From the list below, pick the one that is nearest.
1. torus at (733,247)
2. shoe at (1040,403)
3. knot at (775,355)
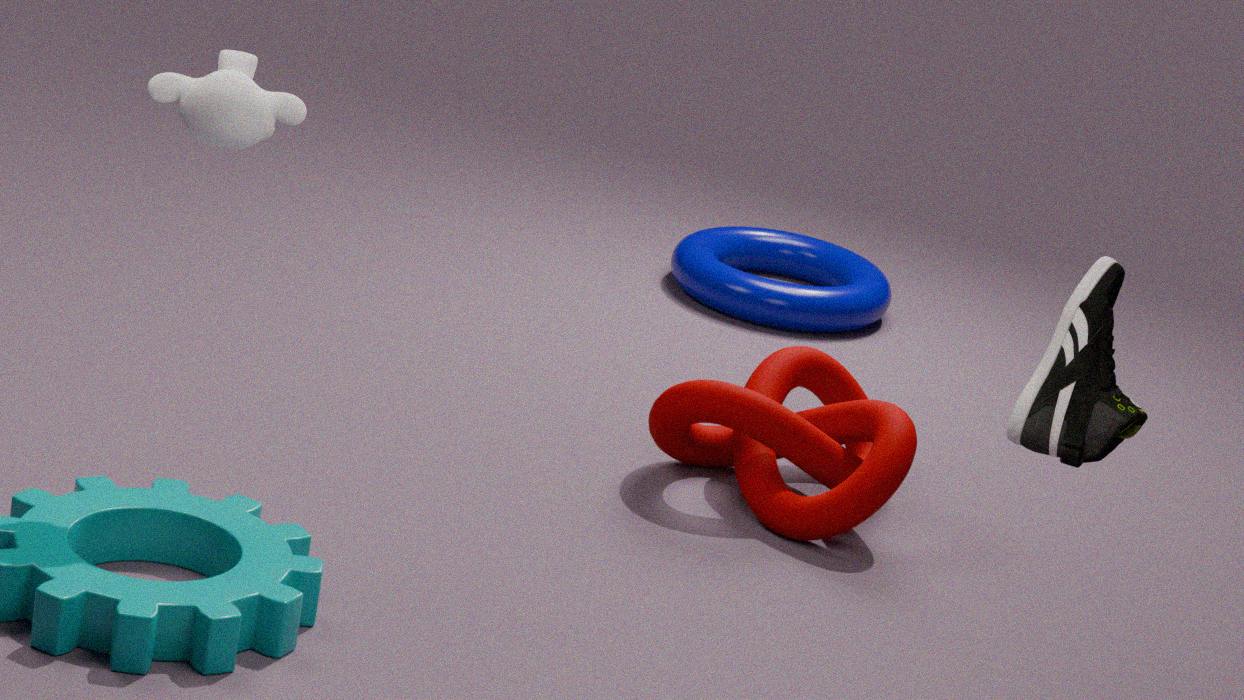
shoe at (1040,403)
